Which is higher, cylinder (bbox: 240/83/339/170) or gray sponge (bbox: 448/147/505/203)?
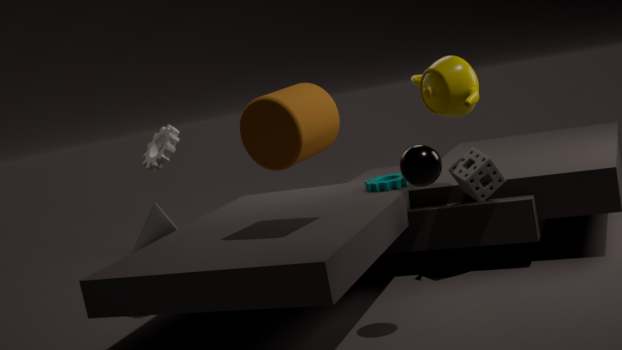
cylinder (bbox: 240/83/339/170)
